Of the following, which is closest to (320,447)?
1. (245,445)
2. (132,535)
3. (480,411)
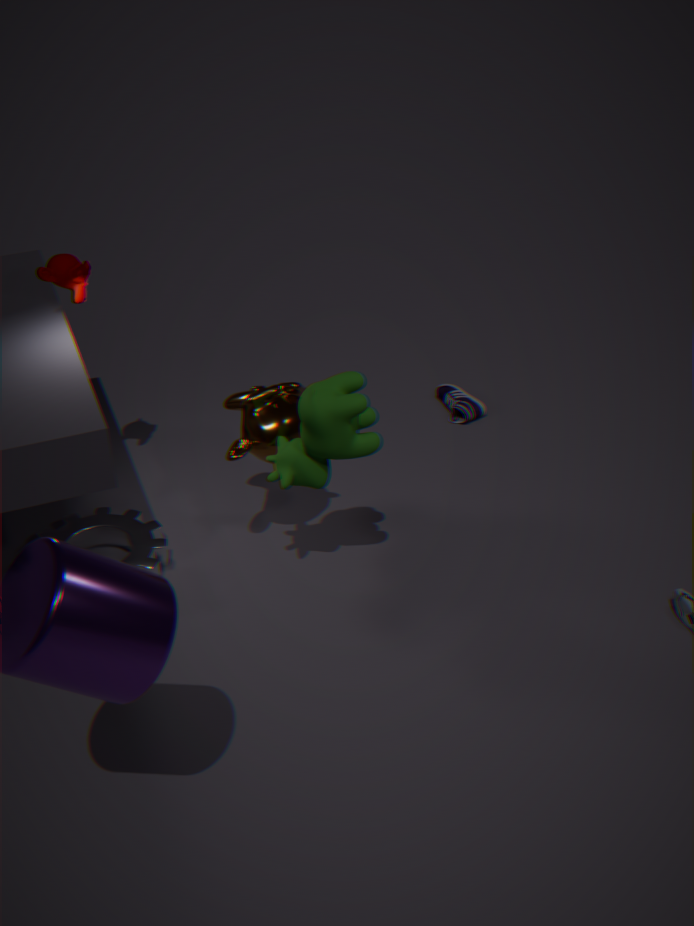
(245,445)
